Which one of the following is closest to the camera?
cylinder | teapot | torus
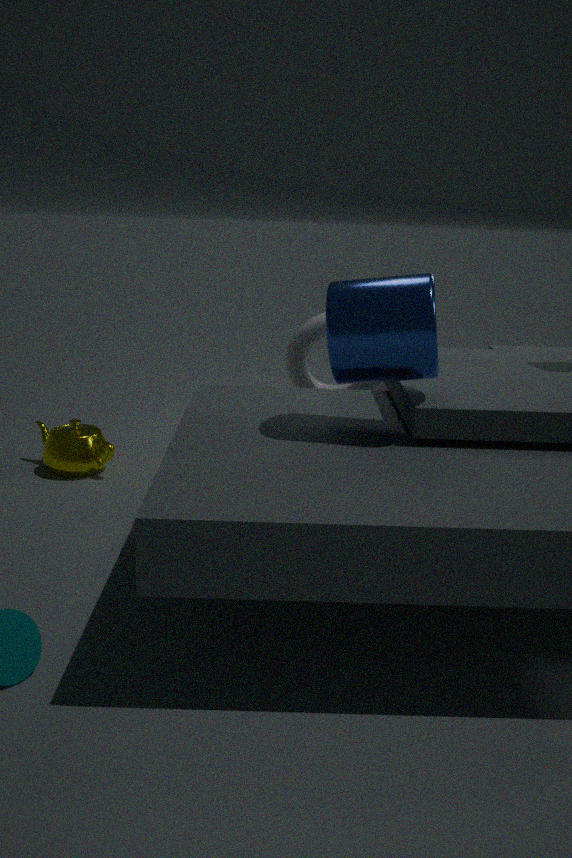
cylinder
